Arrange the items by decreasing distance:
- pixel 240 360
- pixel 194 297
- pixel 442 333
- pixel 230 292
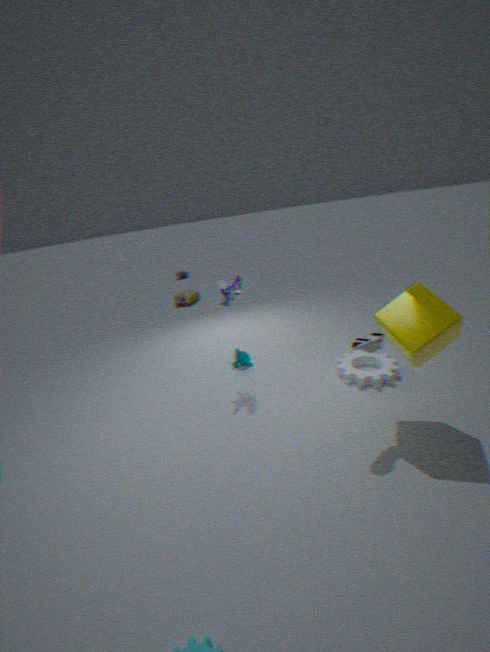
pixel 194 297, pixel 240 360, pixel 230 292, pixel 442 333
